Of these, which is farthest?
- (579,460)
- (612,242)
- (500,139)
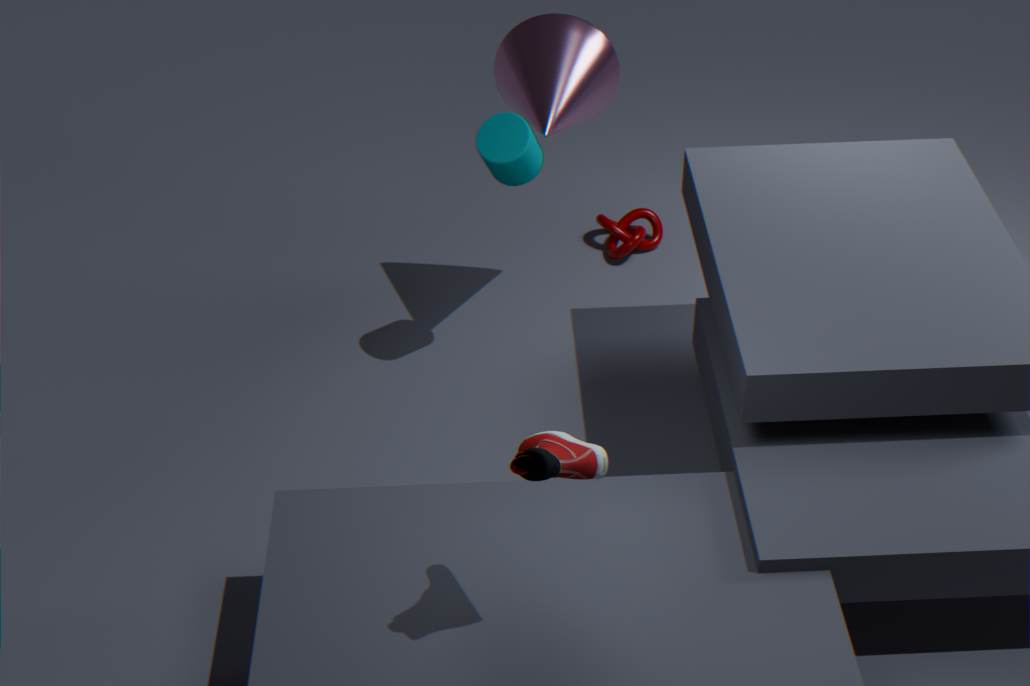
(612,242)
